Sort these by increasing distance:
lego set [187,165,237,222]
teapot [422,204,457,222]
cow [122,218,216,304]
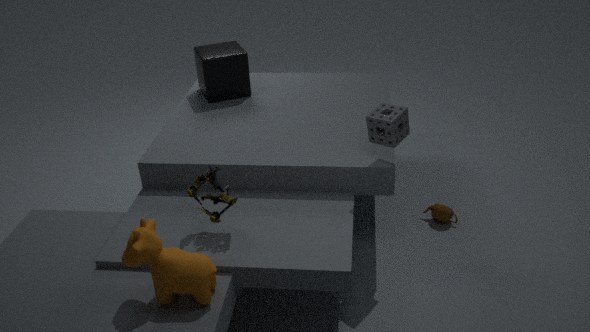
cow [122,218,216,304], lego set [187,165,237,222], teapot [422,204,457,222]
